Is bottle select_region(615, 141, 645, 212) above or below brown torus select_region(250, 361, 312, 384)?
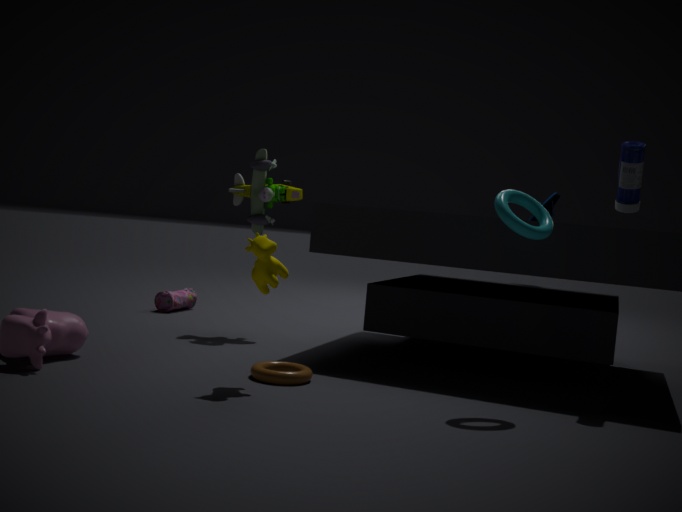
above
